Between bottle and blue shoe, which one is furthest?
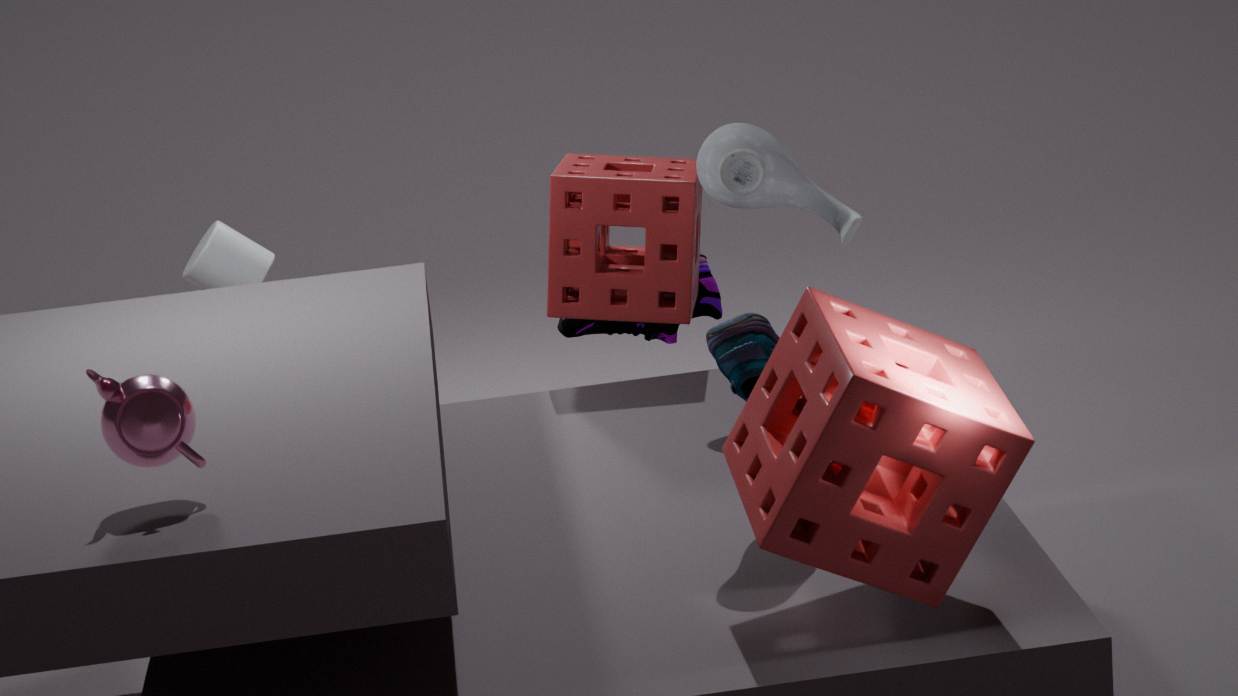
bottle
